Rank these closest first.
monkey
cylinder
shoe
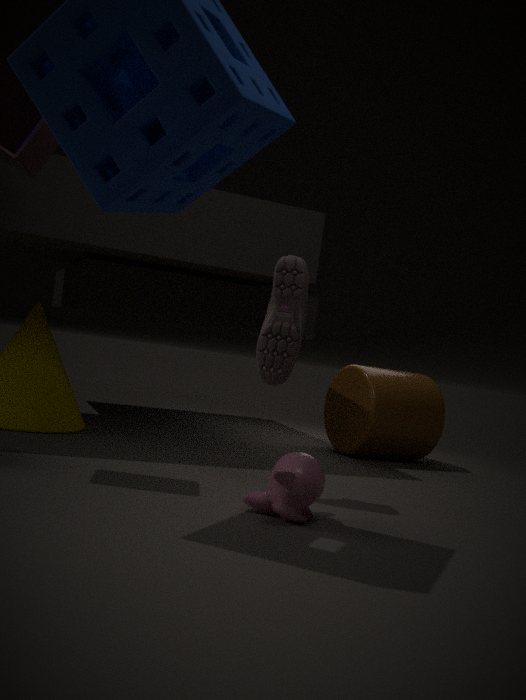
monkey < shoe < cylinder
